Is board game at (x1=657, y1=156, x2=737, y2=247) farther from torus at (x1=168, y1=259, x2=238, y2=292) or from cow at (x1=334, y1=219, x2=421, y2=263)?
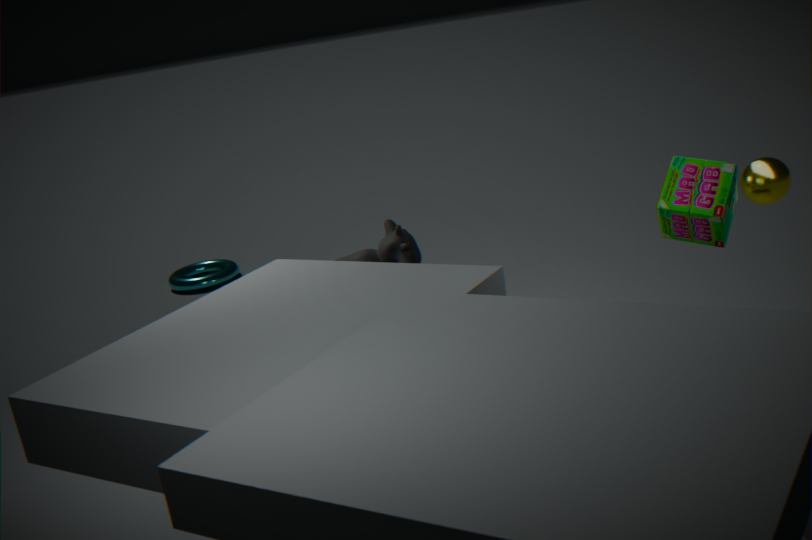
torus at (x1=168, y1=259, x2=238, y2=292)
